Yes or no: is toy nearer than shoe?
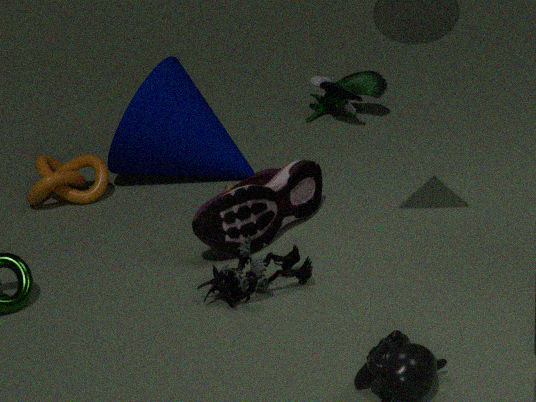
No
